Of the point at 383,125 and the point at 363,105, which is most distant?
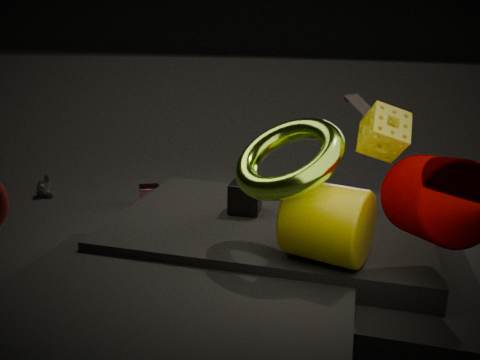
the point at 363,105
